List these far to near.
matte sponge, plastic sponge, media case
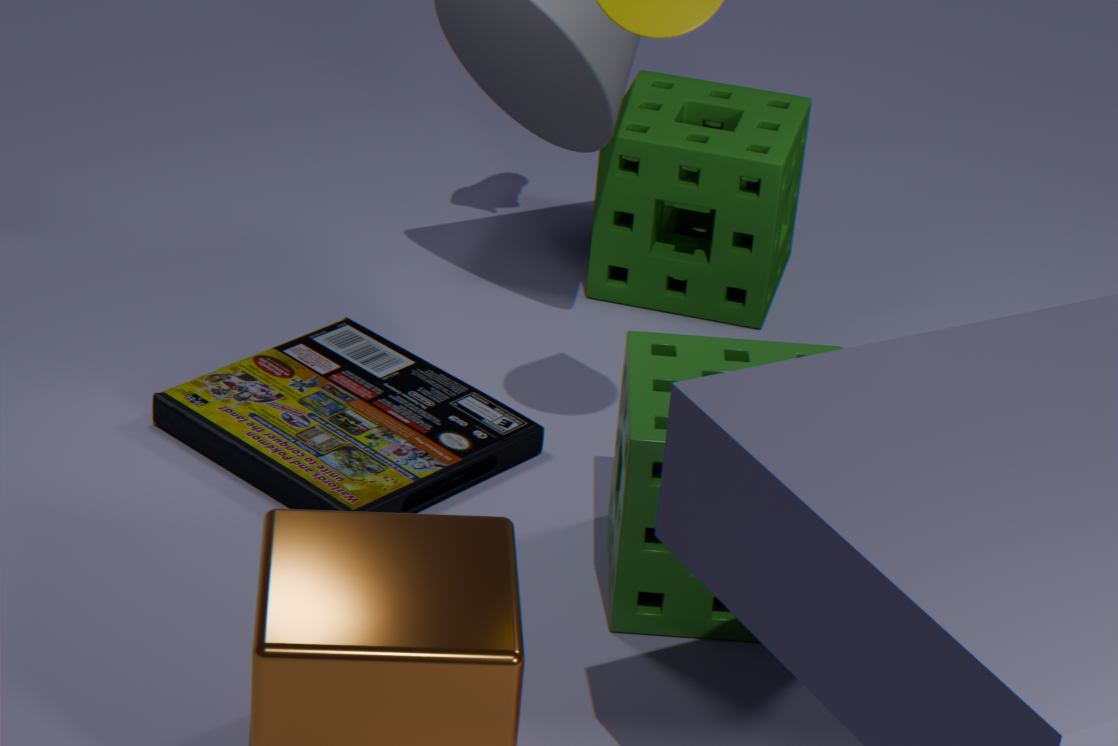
matte sponge < media case < plastic sponge
